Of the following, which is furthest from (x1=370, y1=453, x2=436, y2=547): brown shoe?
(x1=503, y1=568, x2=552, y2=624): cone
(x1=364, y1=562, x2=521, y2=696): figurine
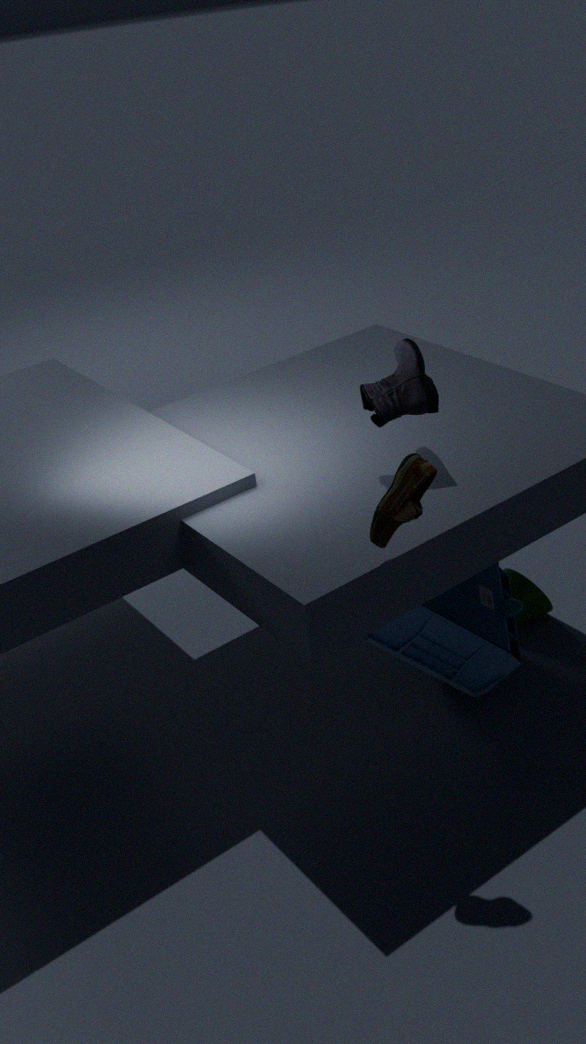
(x1=503, y1=568, x2=552, y2=624): cone
